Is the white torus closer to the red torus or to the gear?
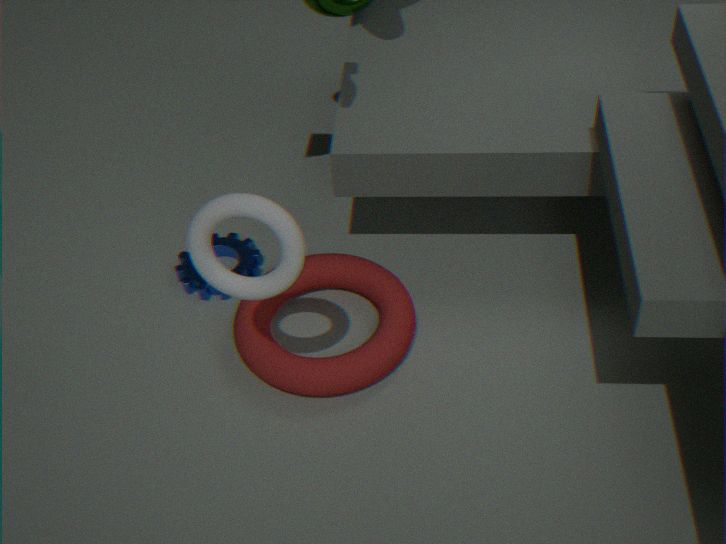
the red torus
